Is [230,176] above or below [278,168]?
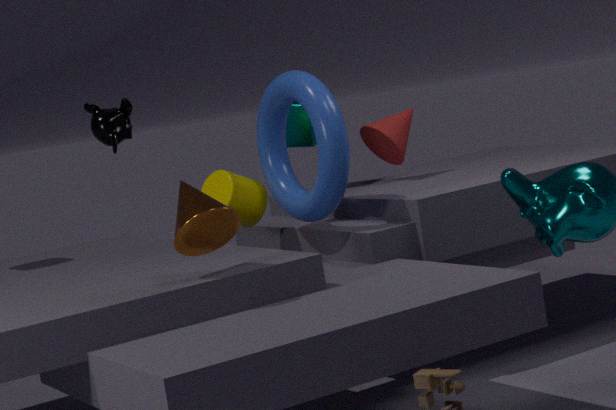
below
